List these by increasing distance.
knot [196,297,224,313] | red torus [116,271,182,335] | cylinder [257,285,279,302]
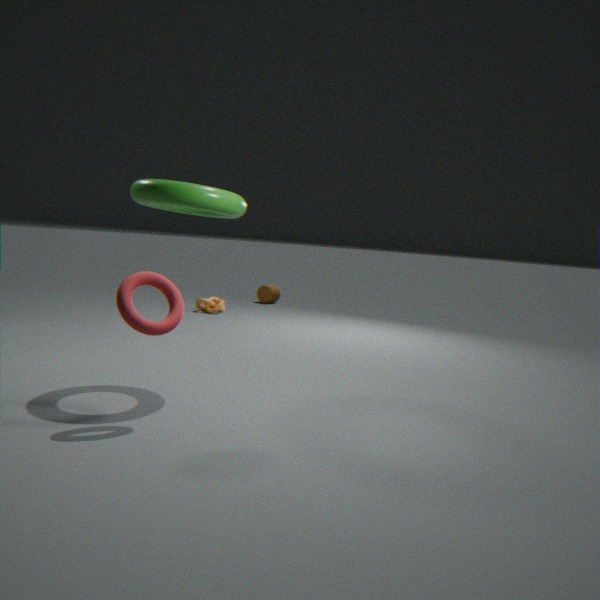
1. red torus [116,271,182,335]
2. knot [196,297,224,313]
3. cylinder [257,285,279,302]
